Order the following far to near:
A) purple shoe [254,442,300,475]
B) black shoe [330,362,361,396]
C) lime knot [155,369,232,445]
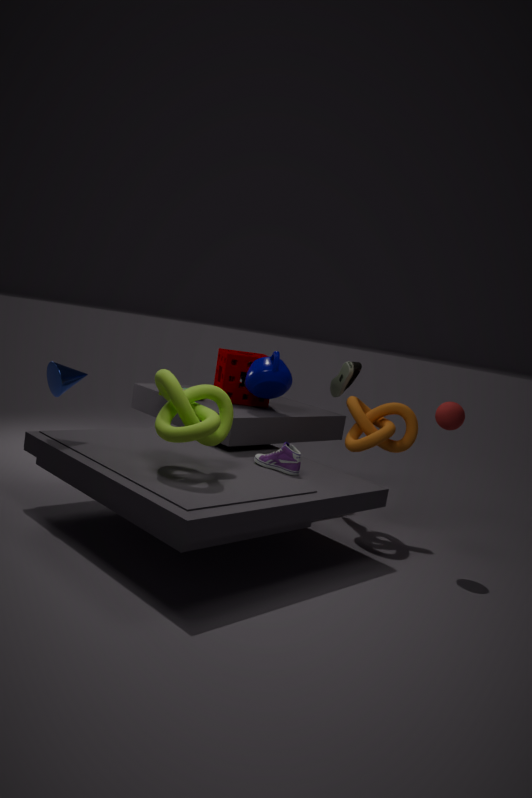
black shoe [330,362,361,396]
purple shoe [254,442,300,475]
lime knot [155,369,232,445]
